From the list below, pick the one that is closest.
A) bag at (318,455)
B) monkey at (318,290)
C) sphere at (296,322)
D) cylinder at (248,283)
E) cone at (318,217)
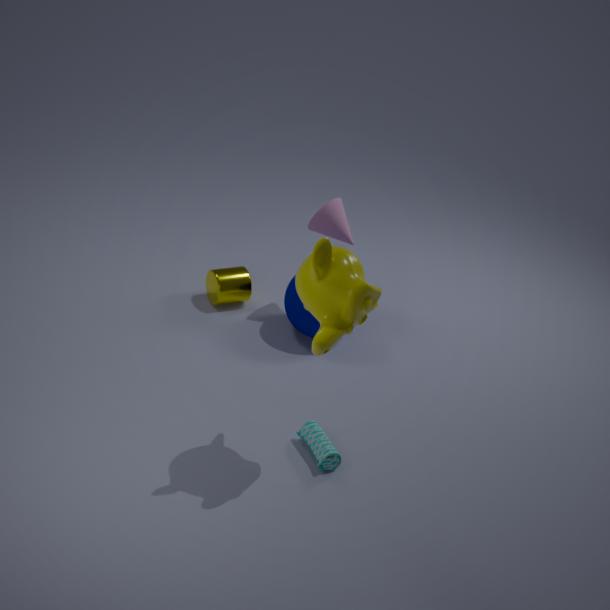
monkey at (318,290)
